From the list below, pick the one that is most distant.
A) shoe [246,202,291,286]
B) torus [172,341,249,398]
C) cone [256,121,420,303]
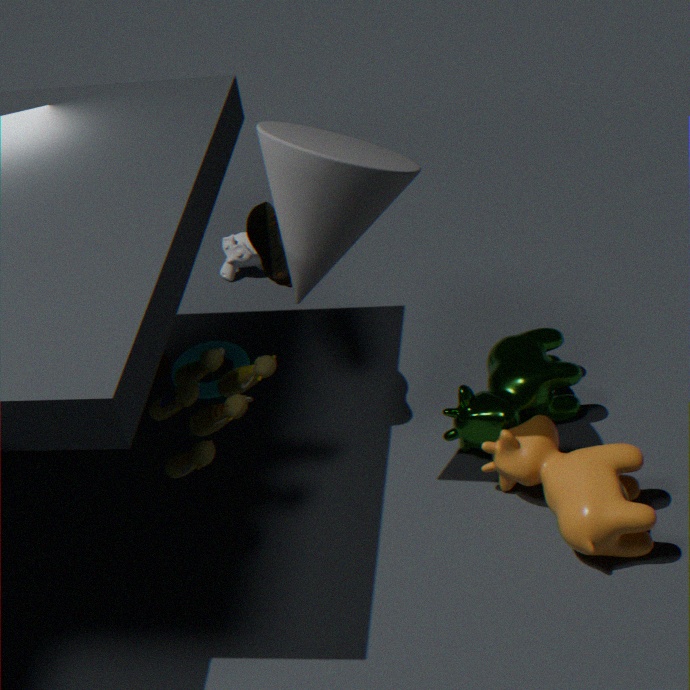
torus [172,341,249,398]
